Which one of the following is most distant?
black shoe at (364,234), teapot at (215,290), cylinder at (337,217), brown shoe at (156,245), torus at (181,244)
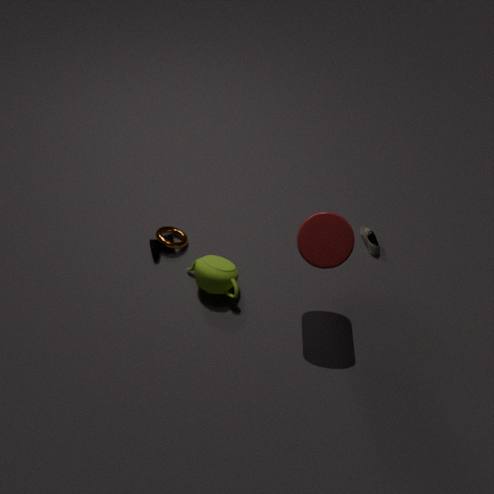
black shoe at (364,234)
